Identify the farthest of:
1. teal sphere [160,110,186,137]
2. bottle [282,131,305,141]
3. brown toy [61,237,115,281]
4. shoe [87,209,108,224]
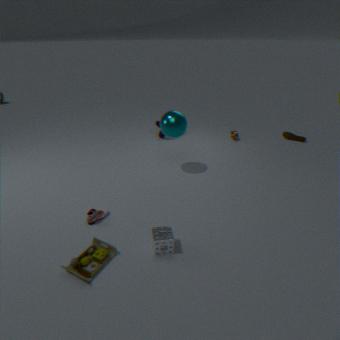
bottle [282,131,305,141]
